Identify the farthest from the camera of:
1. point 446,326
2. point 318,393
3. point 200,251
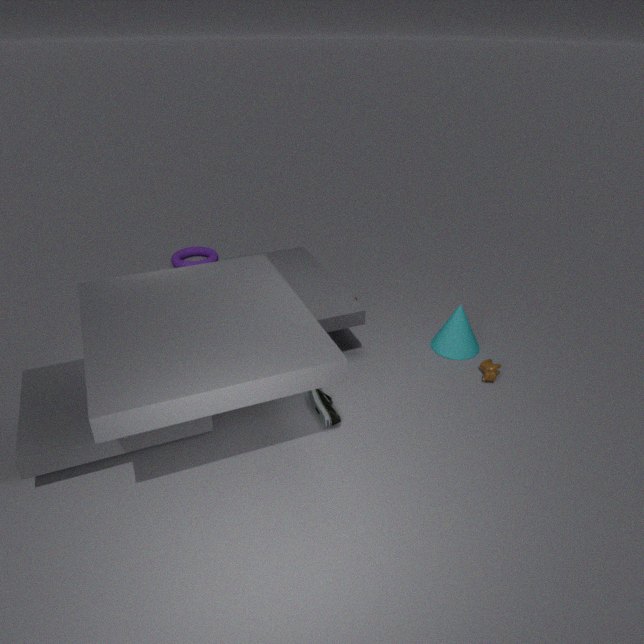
point 200,251
